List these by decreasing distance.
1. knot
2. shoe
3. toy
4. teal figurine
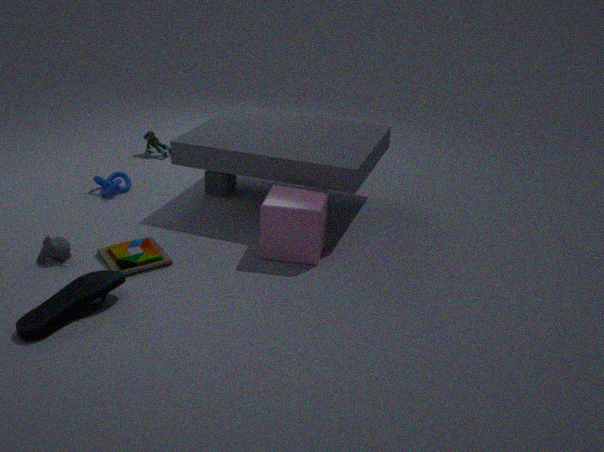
1. teal figurine
2. knot
3. toy
4. shoe
